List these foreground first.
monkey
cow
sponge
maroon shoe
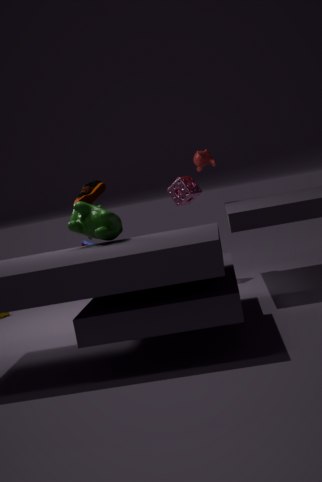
1. cow
2. sponge
3. maroon shoe
4. monkey
